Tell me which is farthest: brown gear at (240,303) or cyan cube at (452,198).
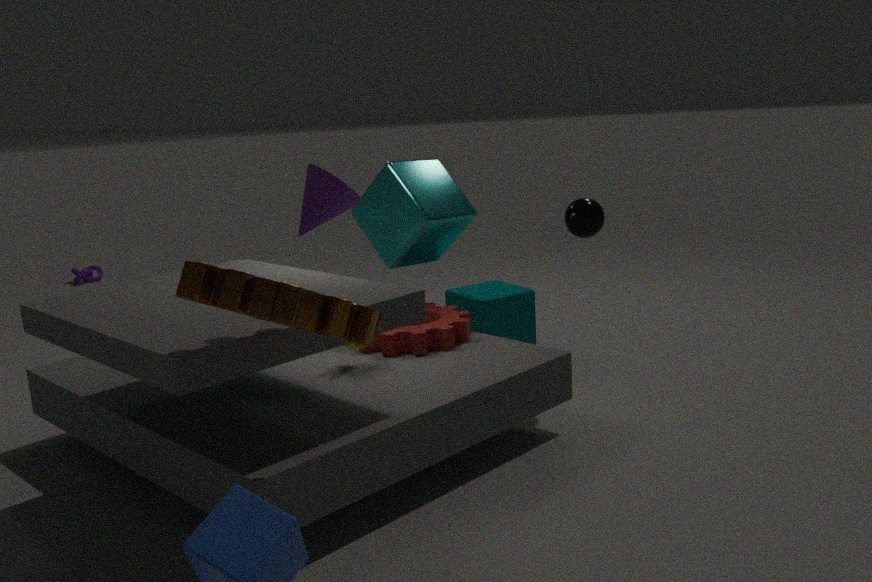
cyan cube at (452,198)
